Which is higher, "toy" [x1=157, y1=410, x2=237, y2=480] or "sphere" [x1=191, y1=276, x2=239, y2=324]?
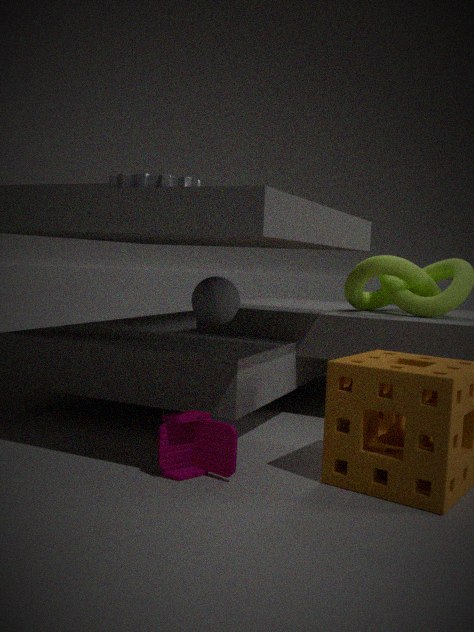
"sphere" [x1=191, y1=276, x2=239, y2=324]
